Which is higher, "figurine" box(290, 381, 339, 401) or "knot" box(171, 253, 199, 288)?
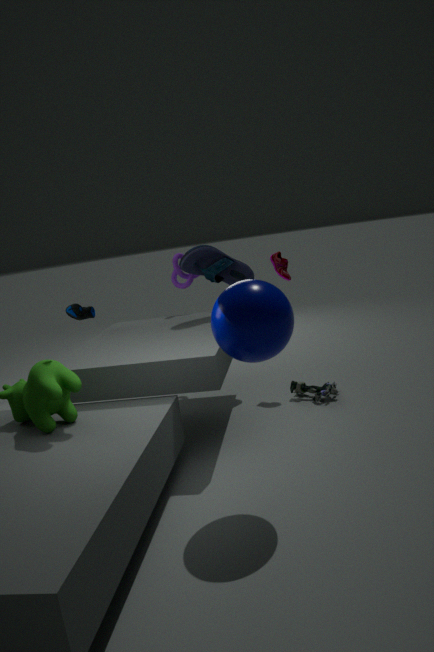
"knot" box(171, 253, 199, 288)
